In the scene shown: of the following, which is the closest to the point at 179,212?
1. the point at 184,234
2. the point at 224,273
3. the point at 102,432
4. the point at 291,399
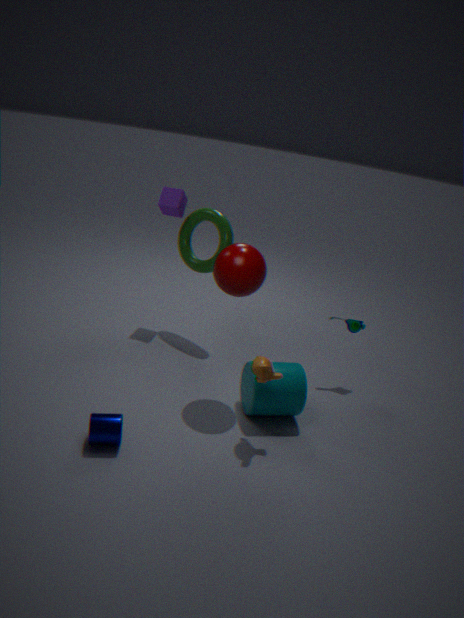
the point at 184,234
